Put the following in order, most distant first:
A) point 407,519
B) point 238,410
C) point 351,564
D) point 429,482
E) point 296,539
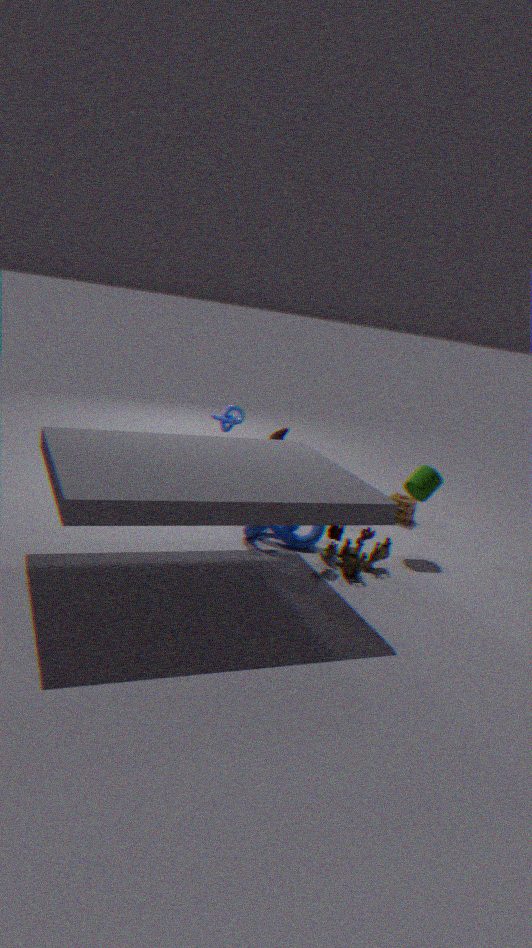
point 238,410 → point 407,519 → point 429,482 → point 296,539 → point 351,564
